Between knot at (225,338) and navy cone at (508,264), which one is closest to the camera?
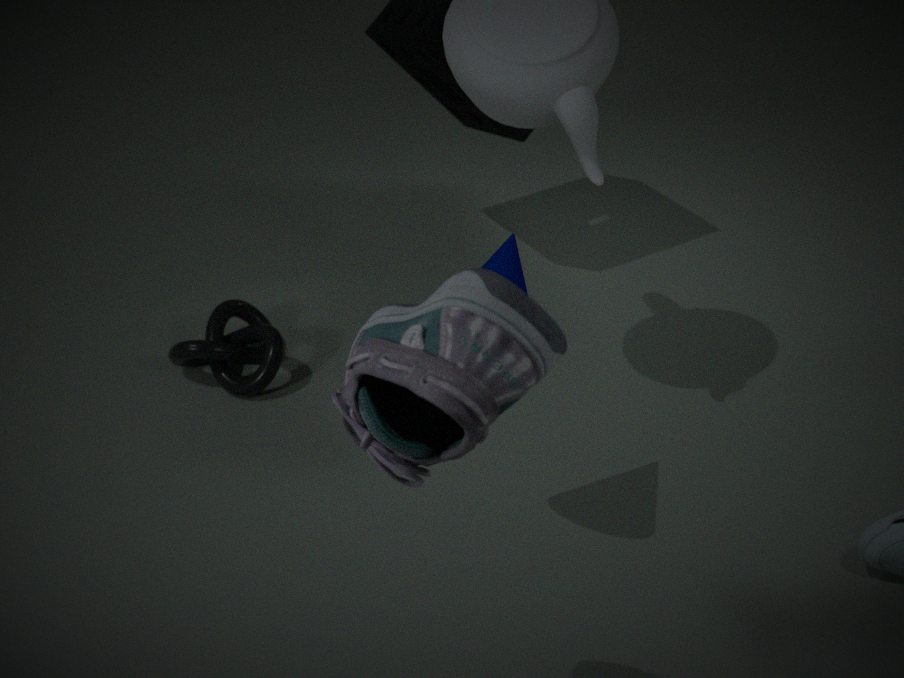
navy cone at (508,264)
